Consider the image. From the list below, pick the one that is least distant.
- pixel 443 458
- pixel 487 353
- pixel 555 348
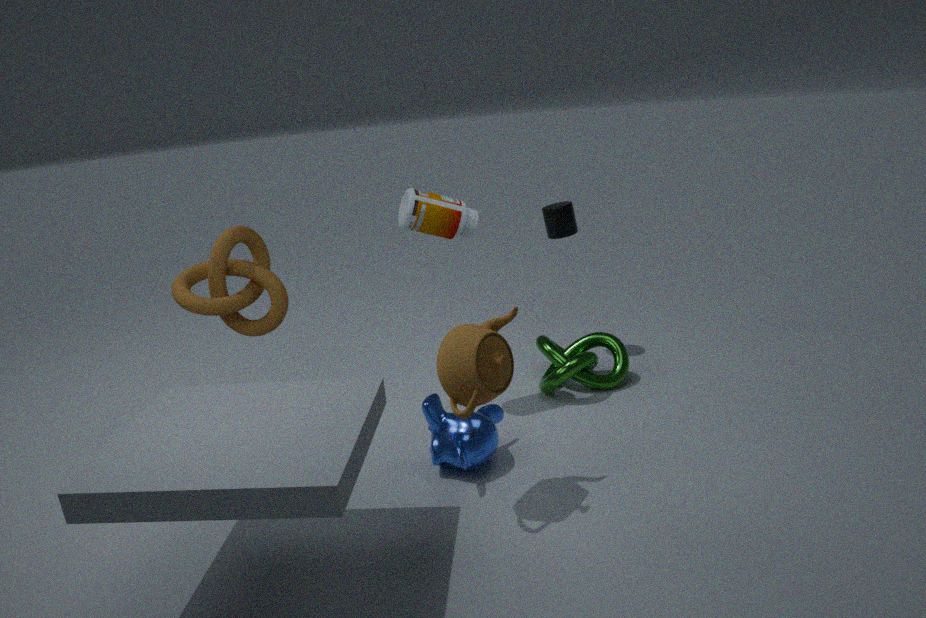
pixel 487 353
